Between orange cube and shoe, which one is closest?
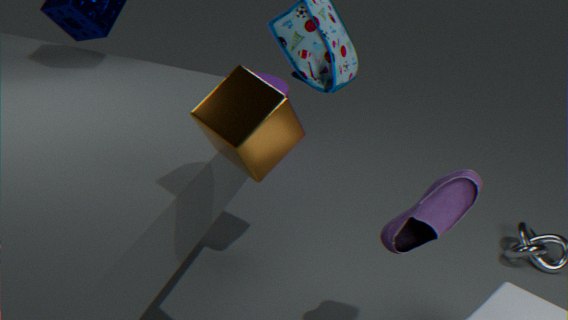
orange cube
